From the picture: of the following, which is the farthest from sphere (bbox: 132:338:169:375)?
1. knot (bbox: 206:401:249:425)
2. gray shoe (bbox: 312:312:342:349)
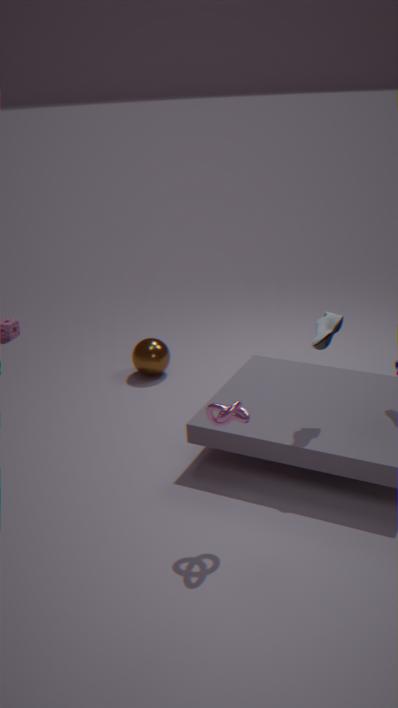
knot (bbox: 206:401:249:425)
